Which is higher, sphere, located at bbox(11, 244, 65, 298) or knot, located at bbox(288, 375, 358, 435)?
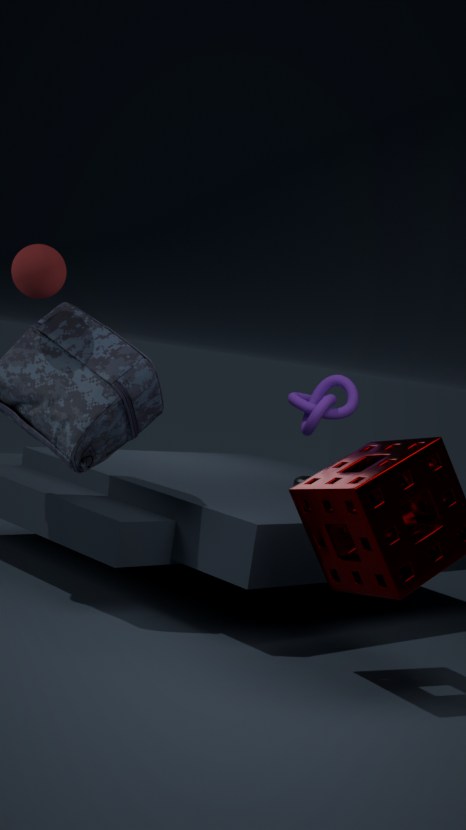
sphere, located at bbox(11, 244, 65, 298)
